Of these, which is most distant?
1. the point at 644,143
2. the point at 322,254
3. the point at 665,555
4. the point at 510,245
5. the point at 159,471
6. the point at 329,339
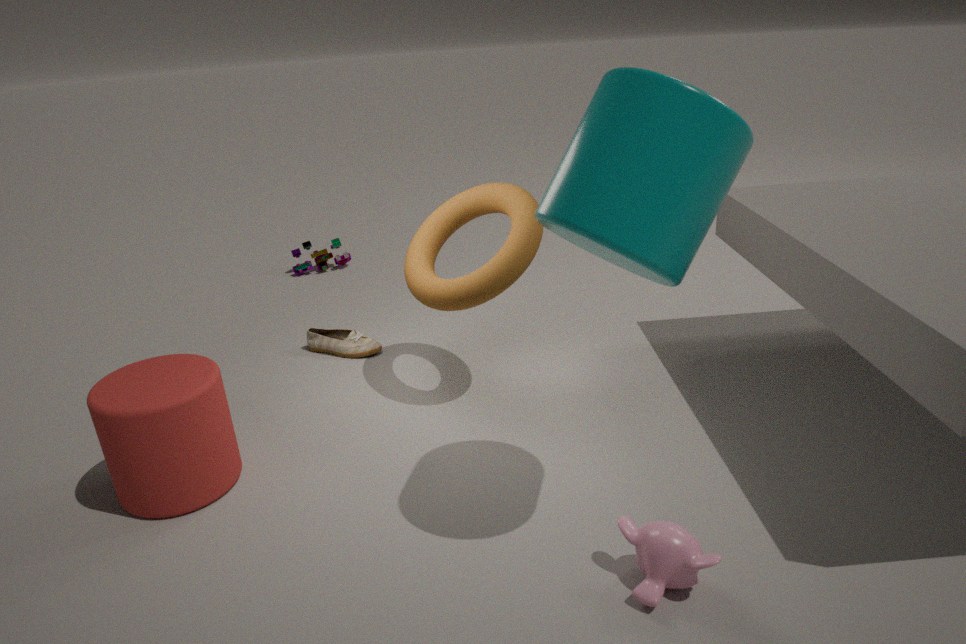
the point at 322,254
